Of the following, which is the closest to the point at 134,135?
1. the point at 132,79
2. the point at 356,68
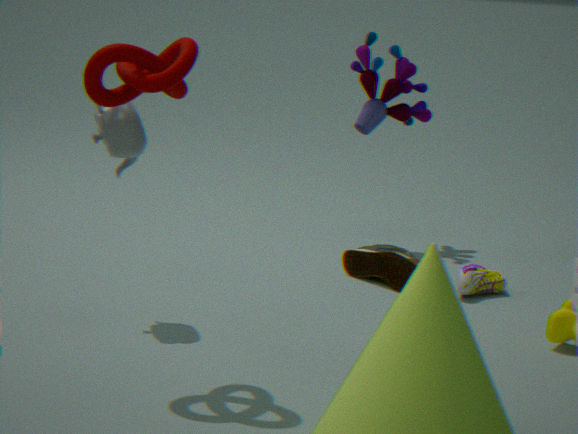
the point at 132,79
